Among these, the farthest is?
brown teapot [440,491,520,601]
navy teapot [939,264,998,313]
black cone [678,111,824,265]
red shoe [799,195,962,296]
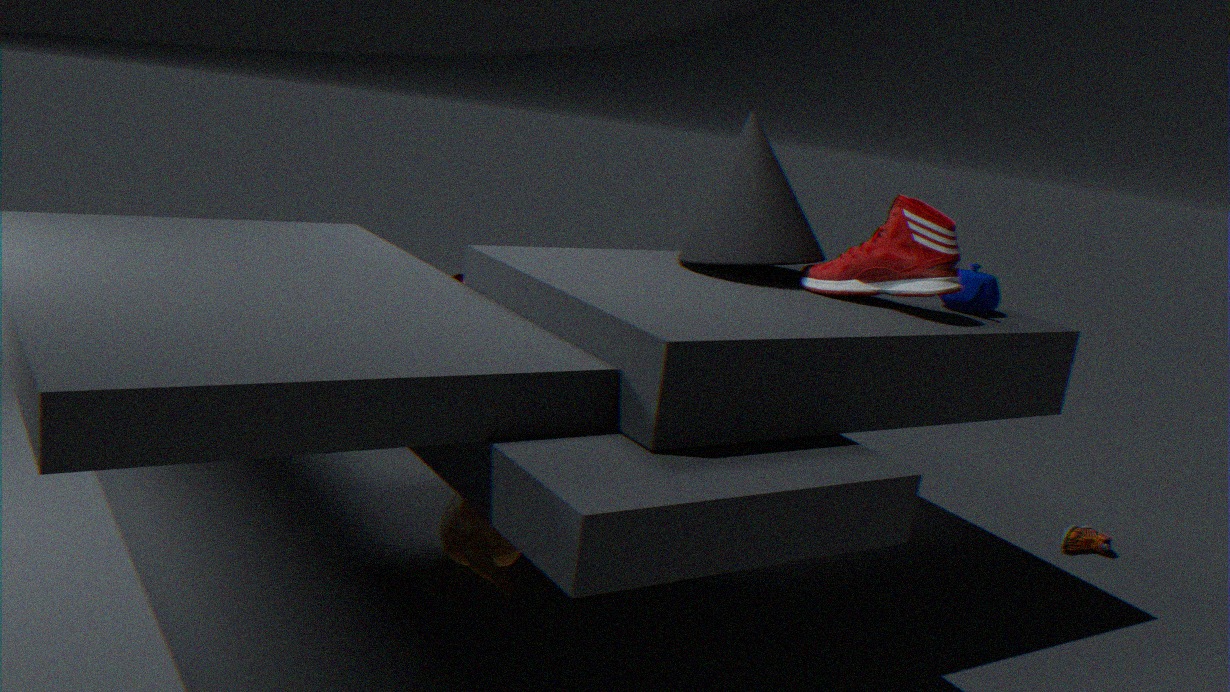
black cone [678,111,824,265]
